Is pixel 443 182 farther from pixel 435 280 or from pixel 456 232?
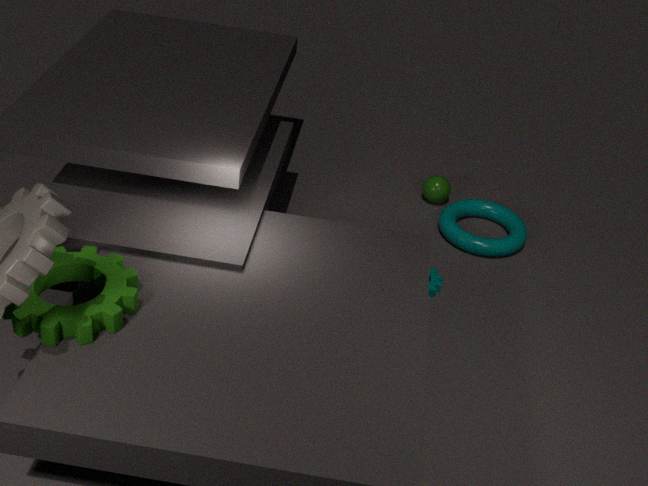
pixel 435 280
